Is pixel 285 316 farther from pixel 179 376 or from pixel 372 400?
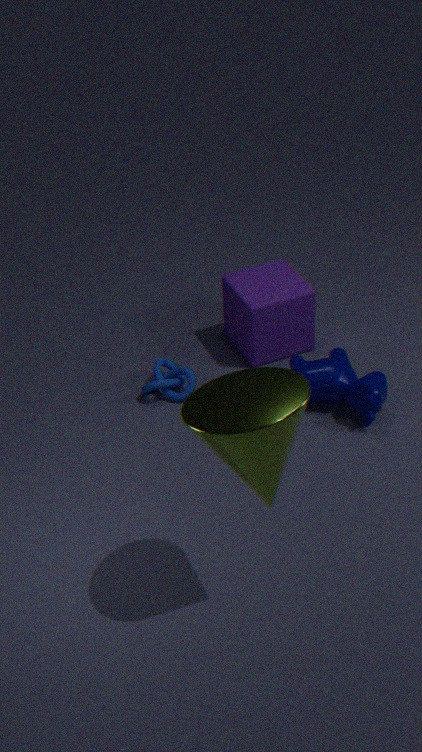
pixel 179 376
